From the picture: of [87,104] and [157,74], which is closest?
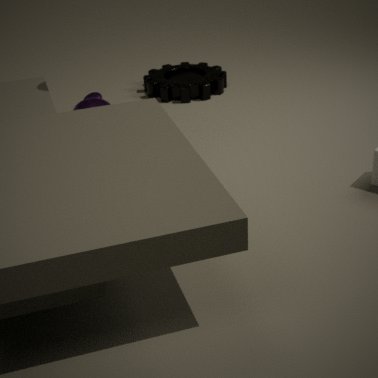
[87,104]
